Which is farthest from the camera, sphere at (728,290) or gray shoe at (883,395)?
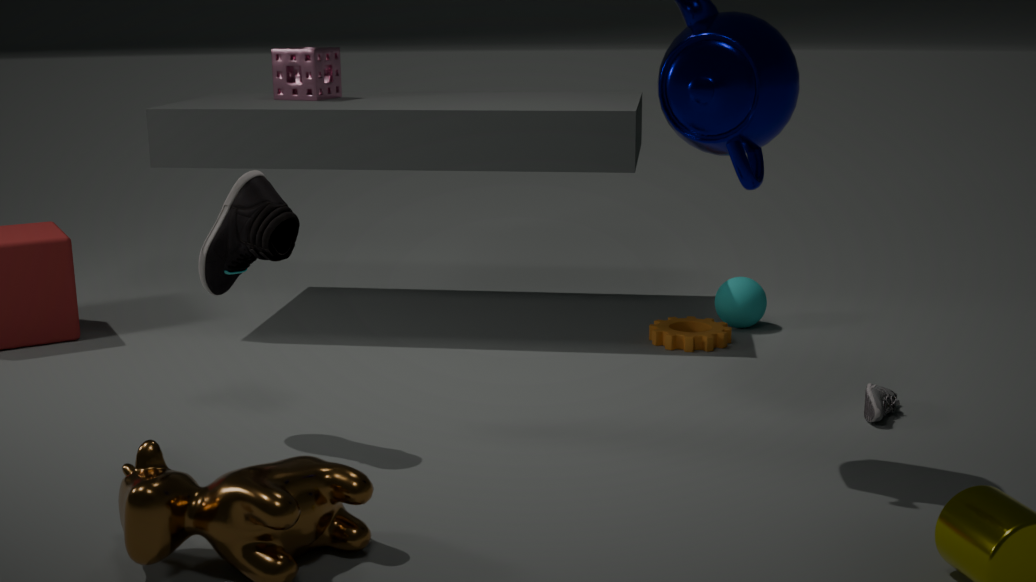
sphere at (728,290)
